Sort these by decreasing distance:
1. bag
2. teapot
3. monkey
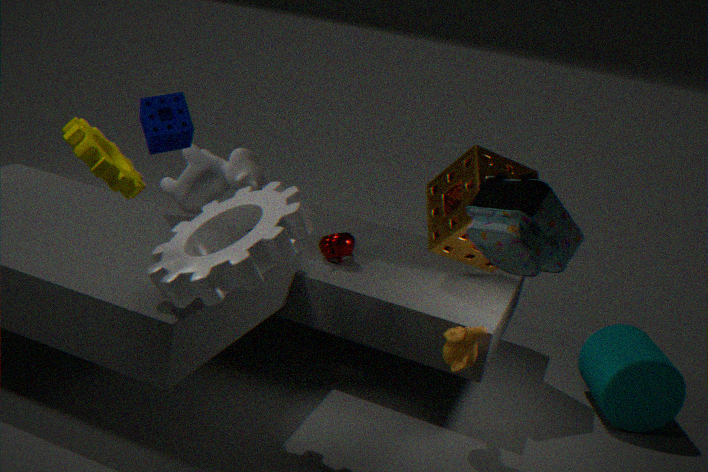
teapot → monkey → bag
